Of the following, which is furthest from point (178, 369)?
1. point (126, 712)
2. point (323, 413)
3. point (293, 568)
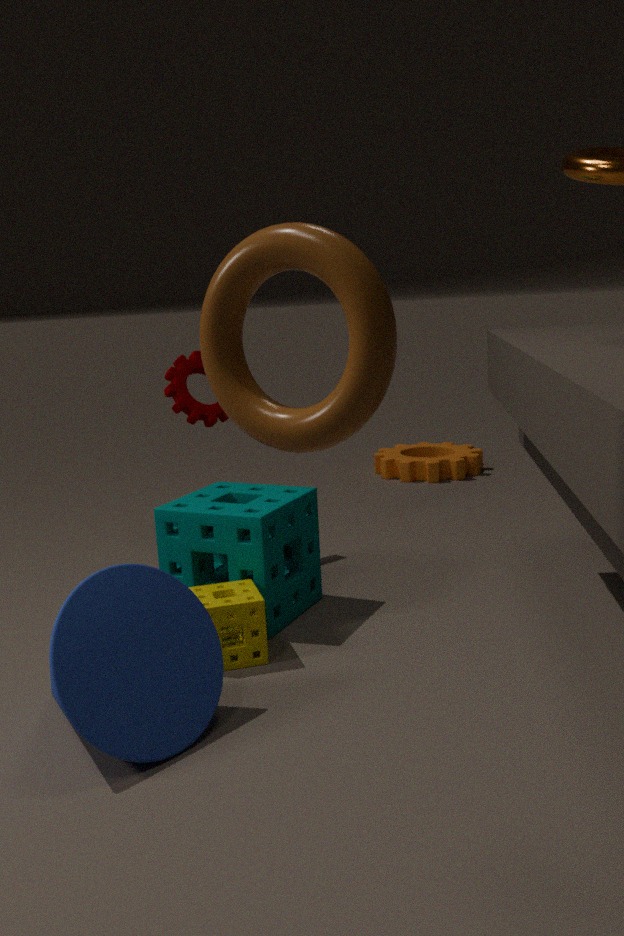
point (323, 413)
